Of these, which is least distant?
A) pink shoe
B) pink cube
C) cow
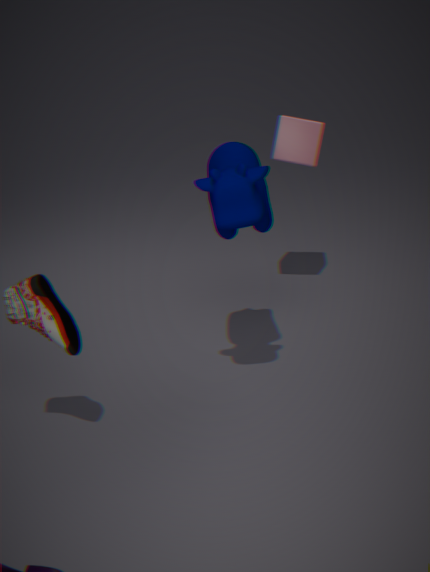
pink shoe
